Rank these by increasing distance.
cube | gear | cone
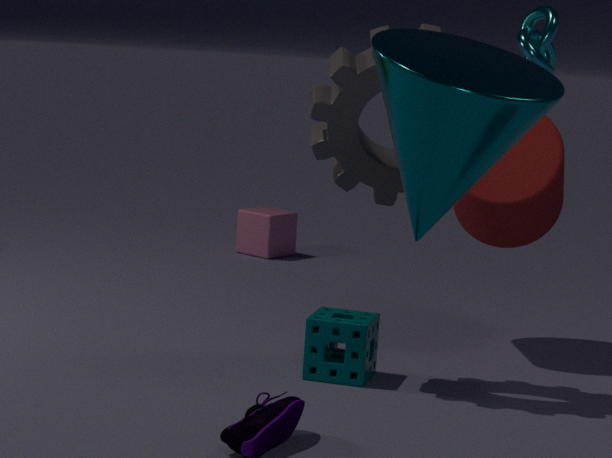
cone → gear → cube
